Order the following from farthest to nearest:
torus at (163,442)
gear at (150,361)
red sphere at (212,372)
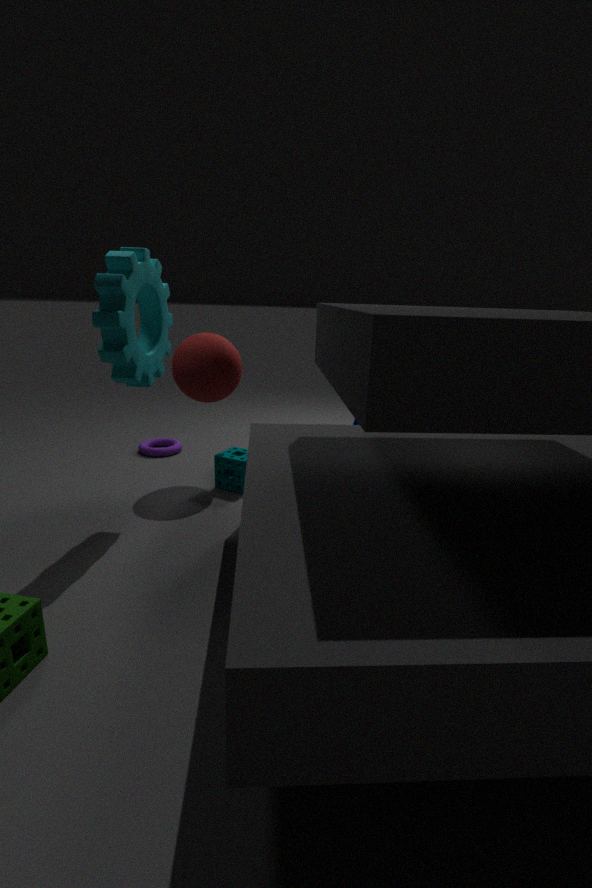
1. torus at (163,442)
2. red sphere at (212,372)
3. gear at (150,361)
